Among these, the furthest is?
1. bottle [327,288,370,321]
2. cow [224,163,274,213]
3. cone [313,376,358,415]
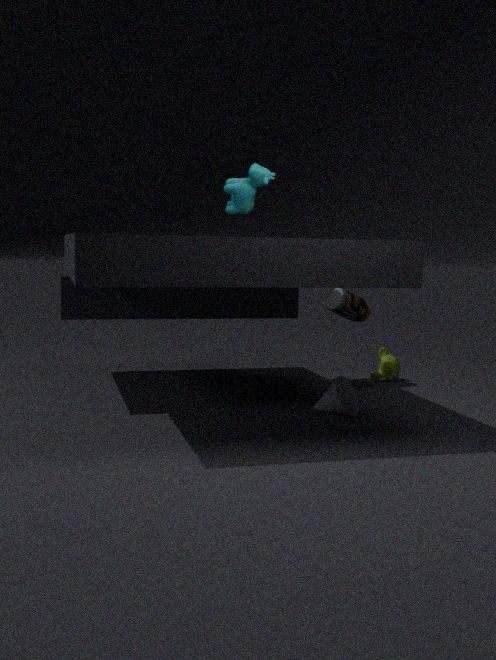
bottle [327,288,370,321]
